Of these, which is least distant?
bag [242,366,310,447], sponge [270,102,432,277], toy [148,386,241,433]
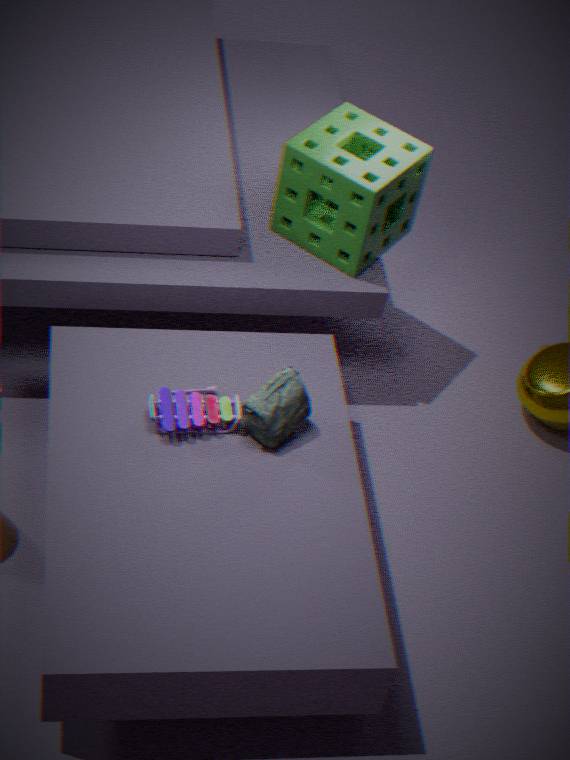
bag [242,366,310,447]
